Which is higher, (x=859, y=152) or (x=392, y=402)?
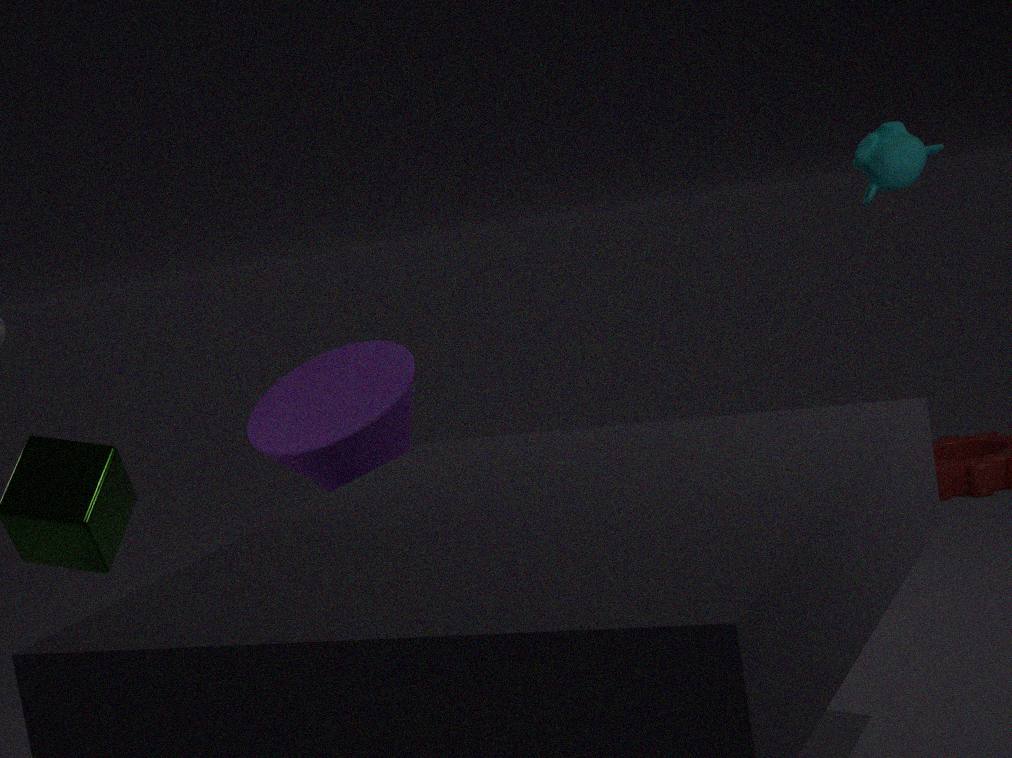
(x=859, y=152)
